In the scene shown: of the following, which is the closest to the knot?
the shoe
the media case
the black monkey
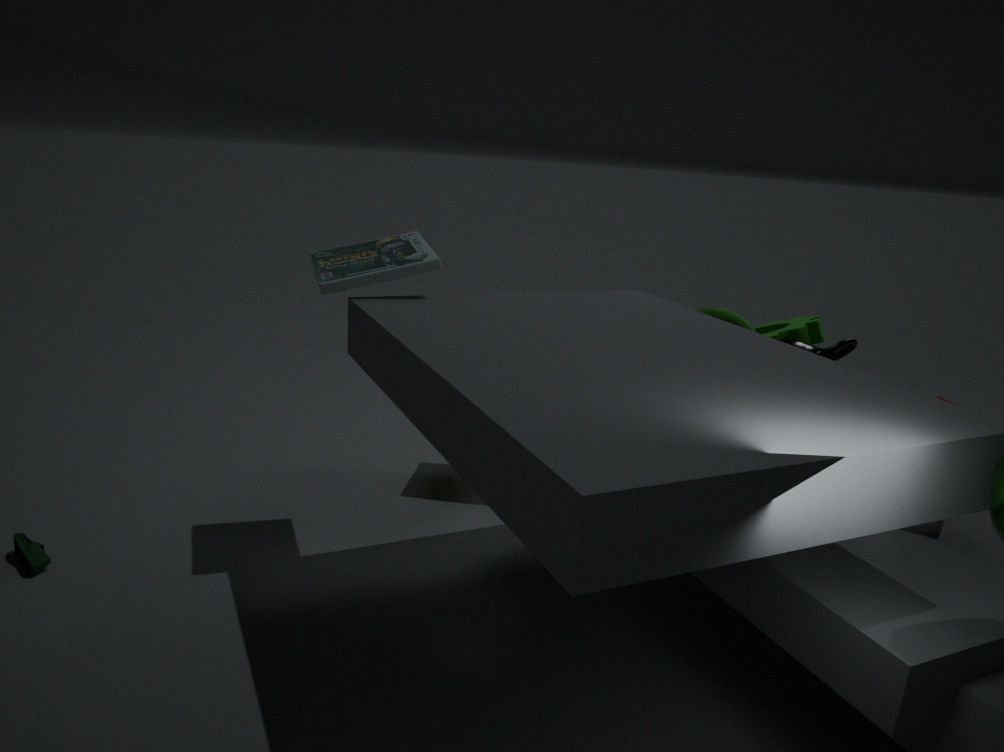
the black monkey
